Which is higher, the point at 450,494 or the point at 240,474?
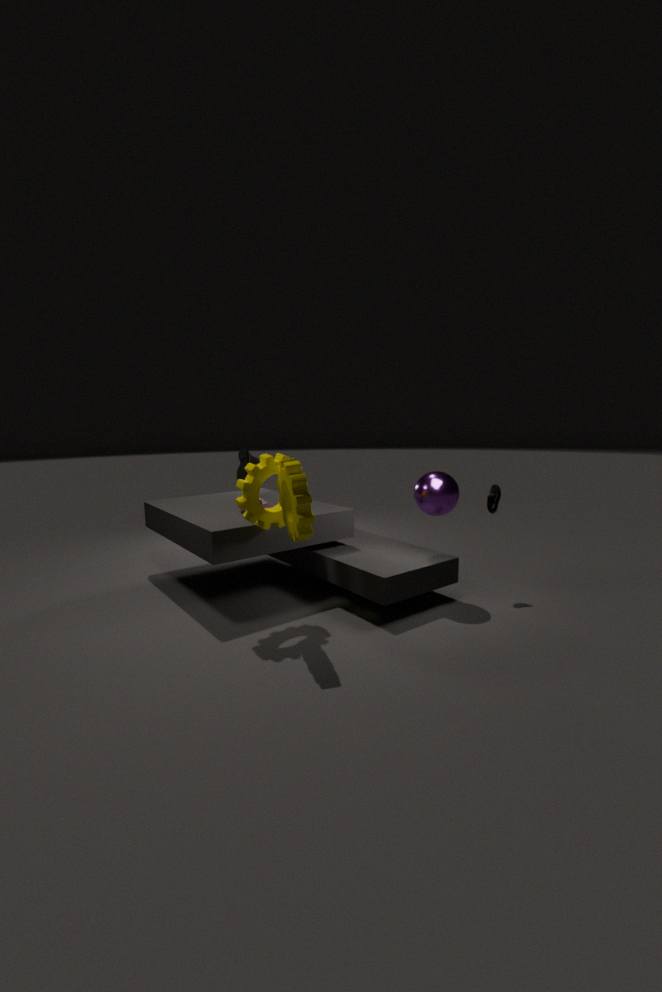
the point at 240,474
